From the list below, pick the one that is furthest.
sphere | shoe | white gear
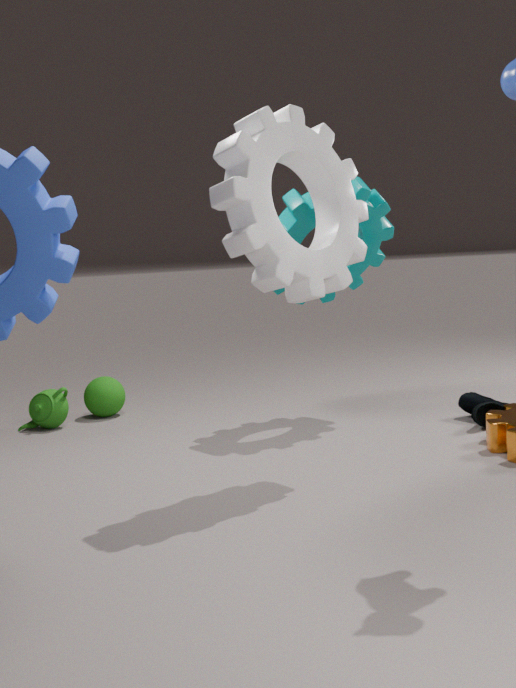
sphere
